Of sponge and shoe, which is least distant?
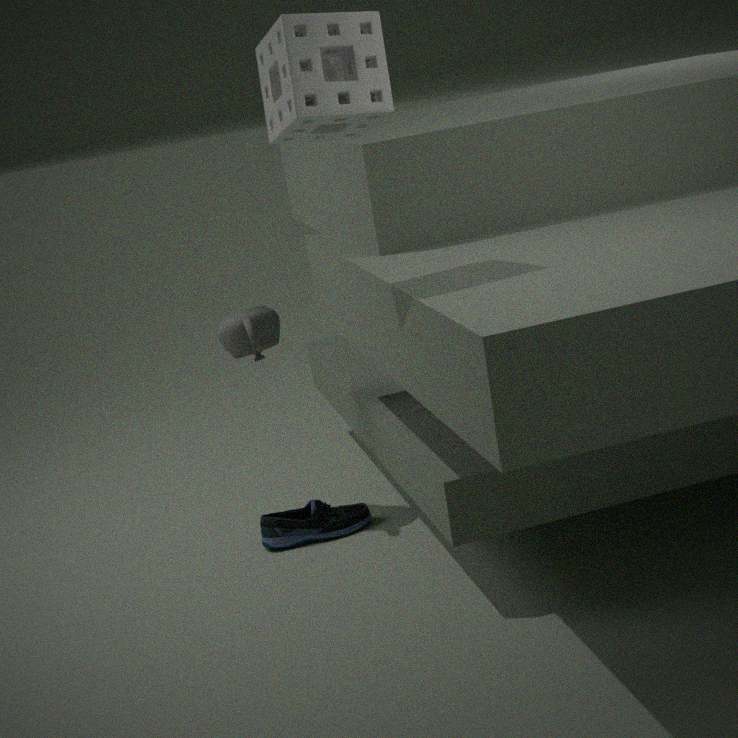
sponge
